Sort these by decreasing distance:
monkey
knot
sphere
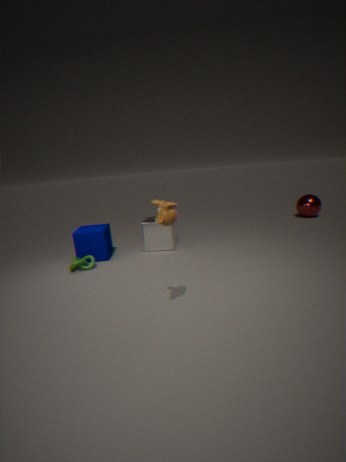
sphere → knot → monkey
